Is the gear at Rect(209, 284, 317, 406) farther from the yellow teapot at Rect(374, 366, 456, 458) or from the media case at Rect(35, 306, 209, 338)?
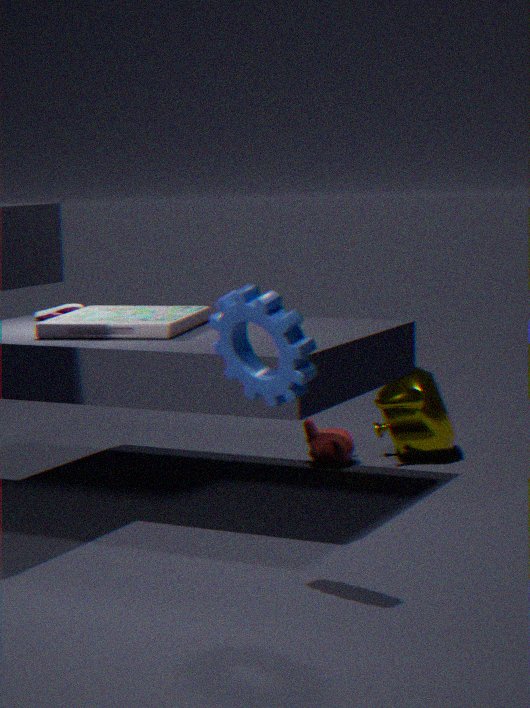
the yellow teapot at Rect(374, 366, 456, 458)
